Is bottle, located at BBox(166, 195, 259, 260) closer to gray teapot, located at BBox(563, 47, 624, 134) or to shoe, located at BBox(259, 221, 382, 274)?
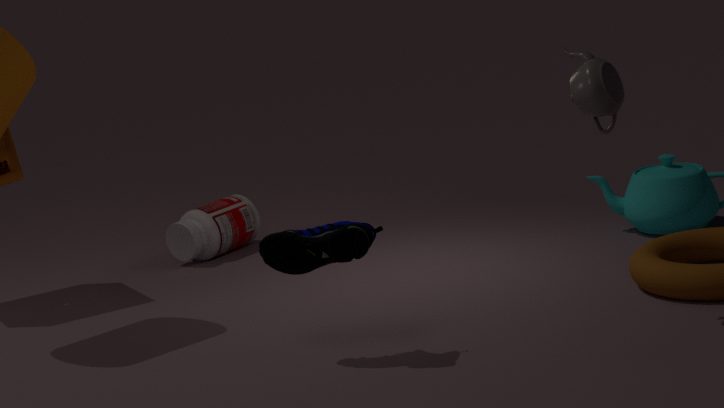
shoe, located at BBox(259, 221, 382, 274)
